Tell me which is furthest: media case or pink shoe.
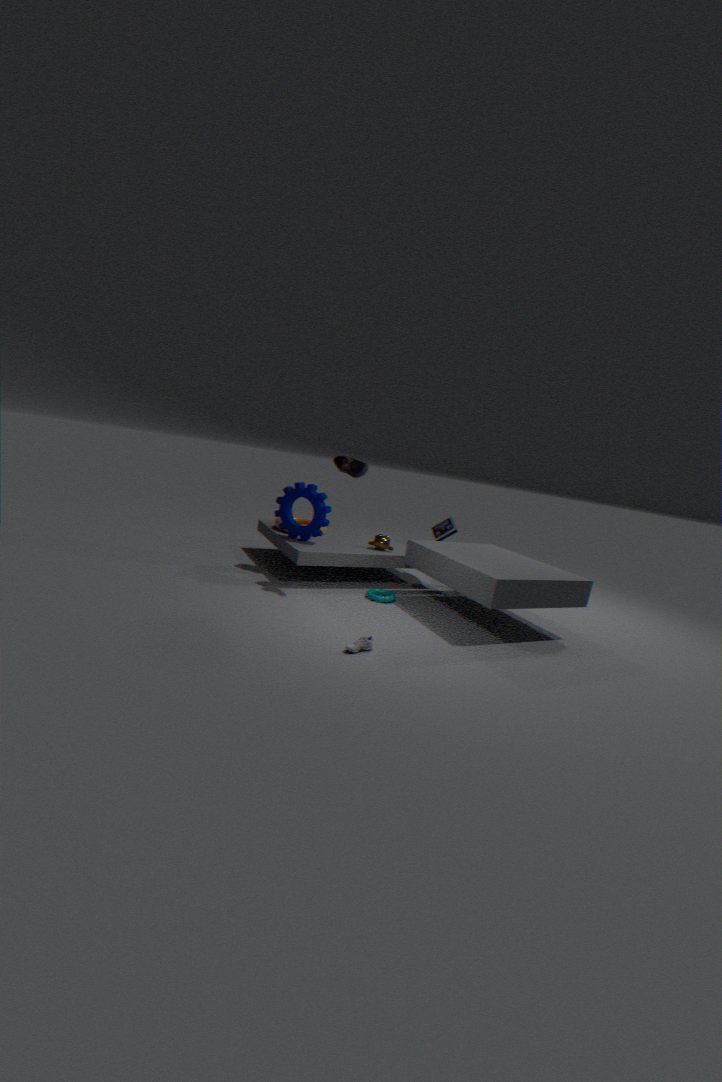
media case
